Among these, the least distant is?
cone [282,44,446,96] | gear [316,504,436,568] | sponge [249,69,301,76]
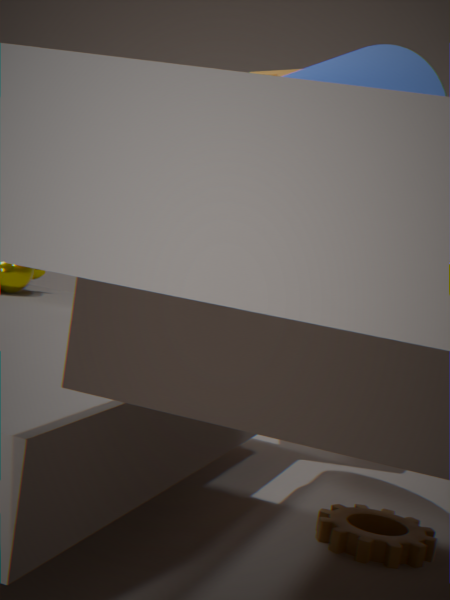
cone [282,44,446,96]
